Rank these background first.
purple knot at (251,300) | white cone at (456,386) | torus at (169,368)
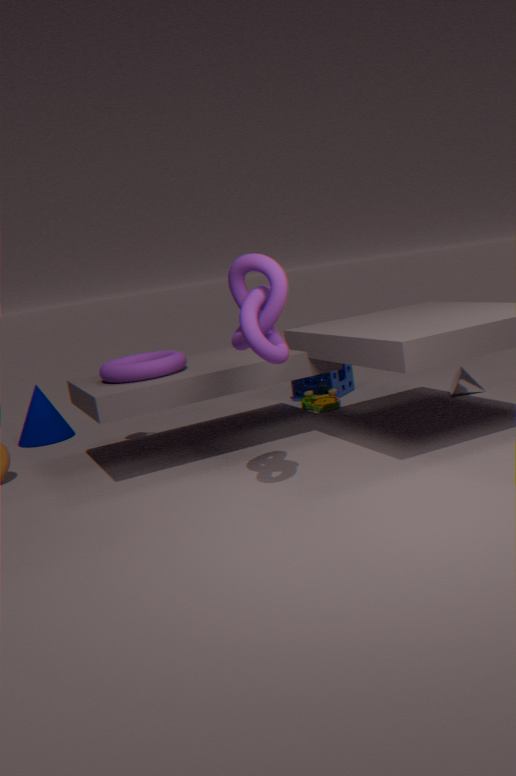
white cone at (456,386) → torus at (169,368) → purple knot at (251,300)
